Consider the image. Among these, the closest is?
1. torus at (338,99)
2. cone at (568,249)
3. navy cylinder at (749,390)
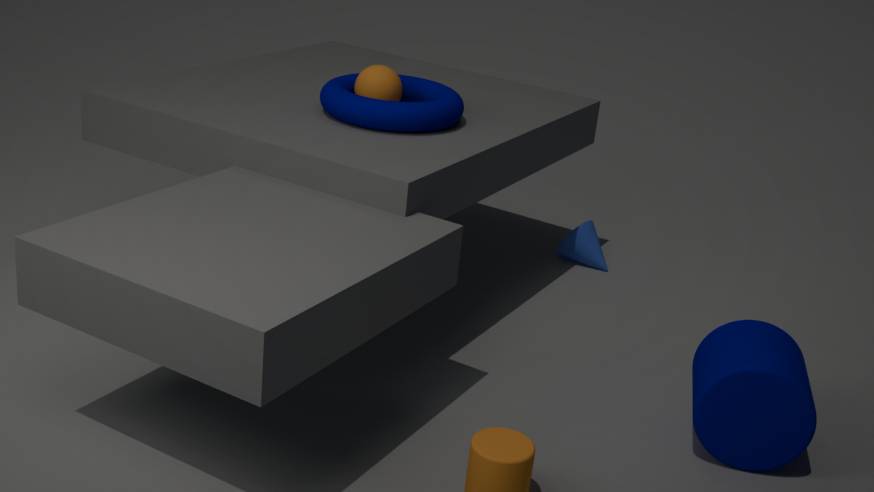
navy cylinder at (749,390)
